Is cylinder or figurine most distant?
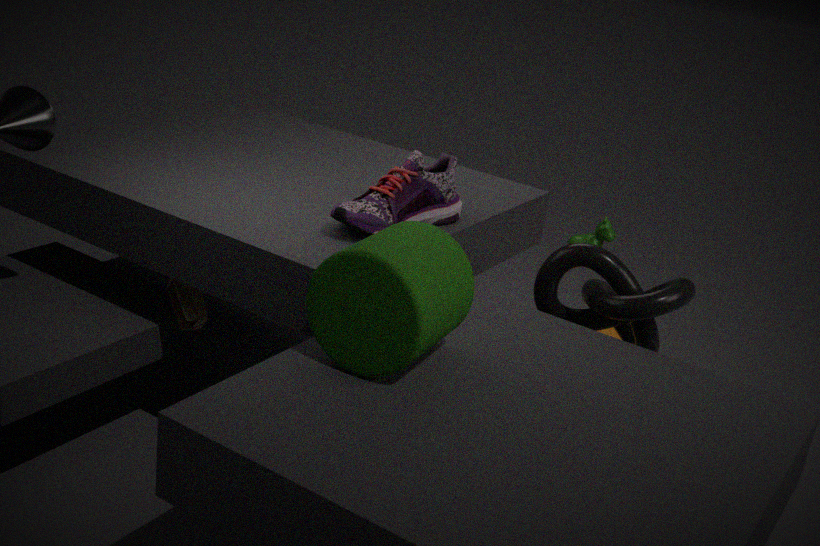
figurine
